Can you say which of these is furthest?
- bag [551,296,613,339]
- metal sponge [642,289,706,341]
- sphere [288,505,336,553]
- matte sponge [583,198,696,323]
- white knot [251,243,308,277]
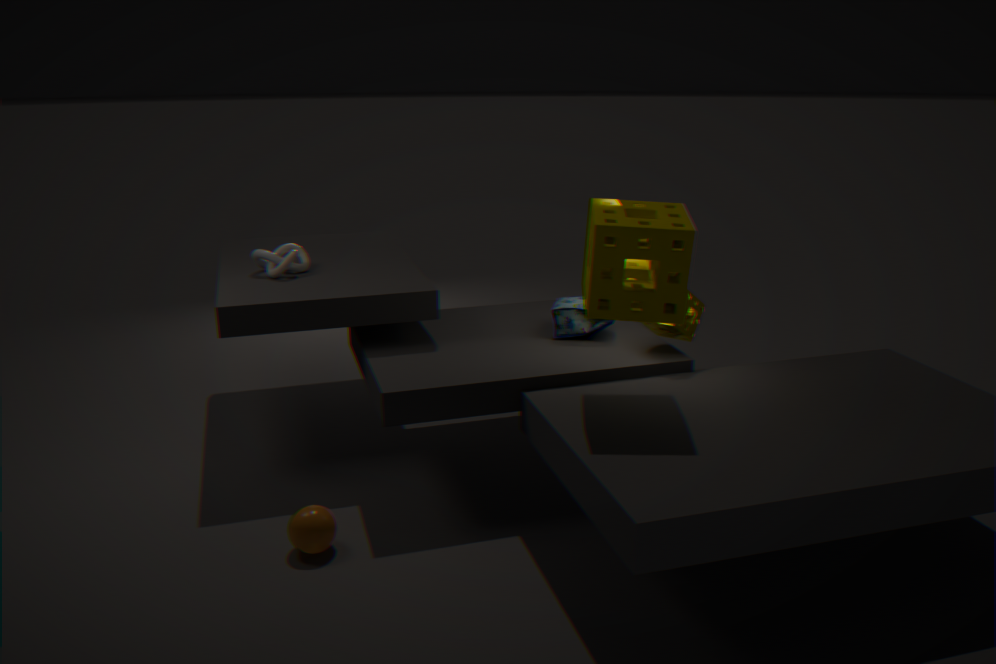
white knot [251,243,308,277]
